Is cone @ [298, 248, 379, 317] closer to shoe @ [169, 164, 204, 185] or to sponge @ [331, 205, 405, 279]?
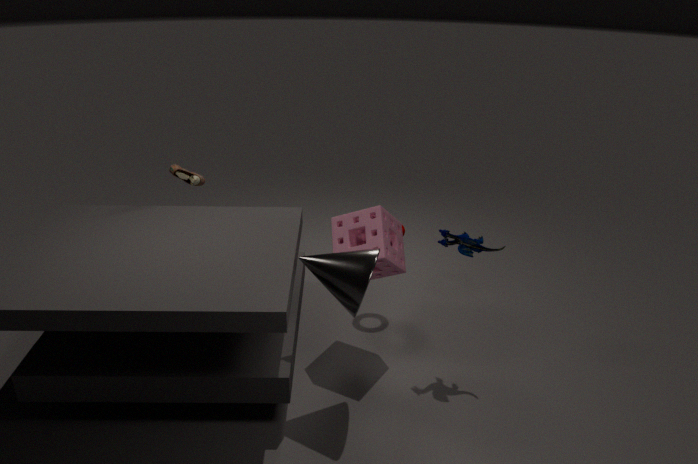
sponge @ [331, 205, 405, 279]
